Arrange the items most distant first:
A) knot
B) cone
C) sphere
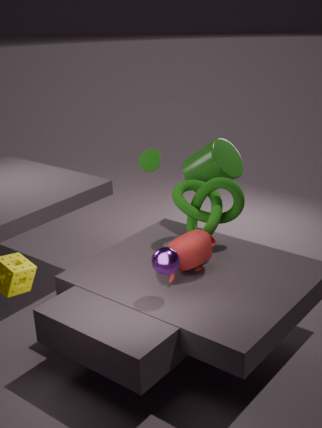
cone, knot, sphere
